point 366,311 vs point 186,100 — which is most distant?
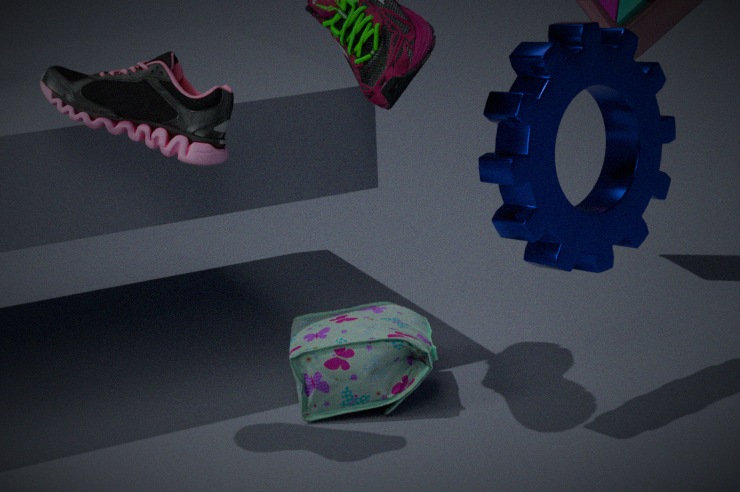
point 366,311
